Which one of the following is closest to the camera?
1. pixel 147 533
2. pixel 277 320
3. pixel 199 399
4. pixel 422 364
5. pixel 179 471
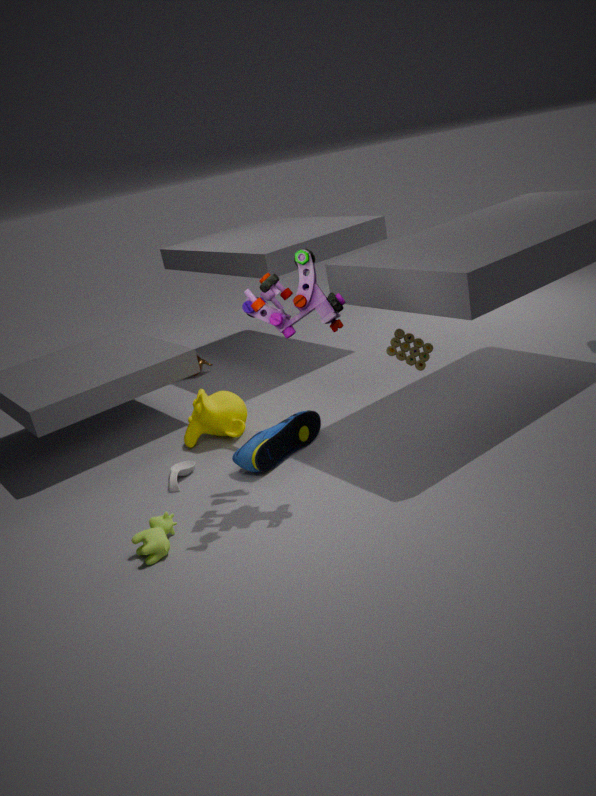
pixel 277 320
